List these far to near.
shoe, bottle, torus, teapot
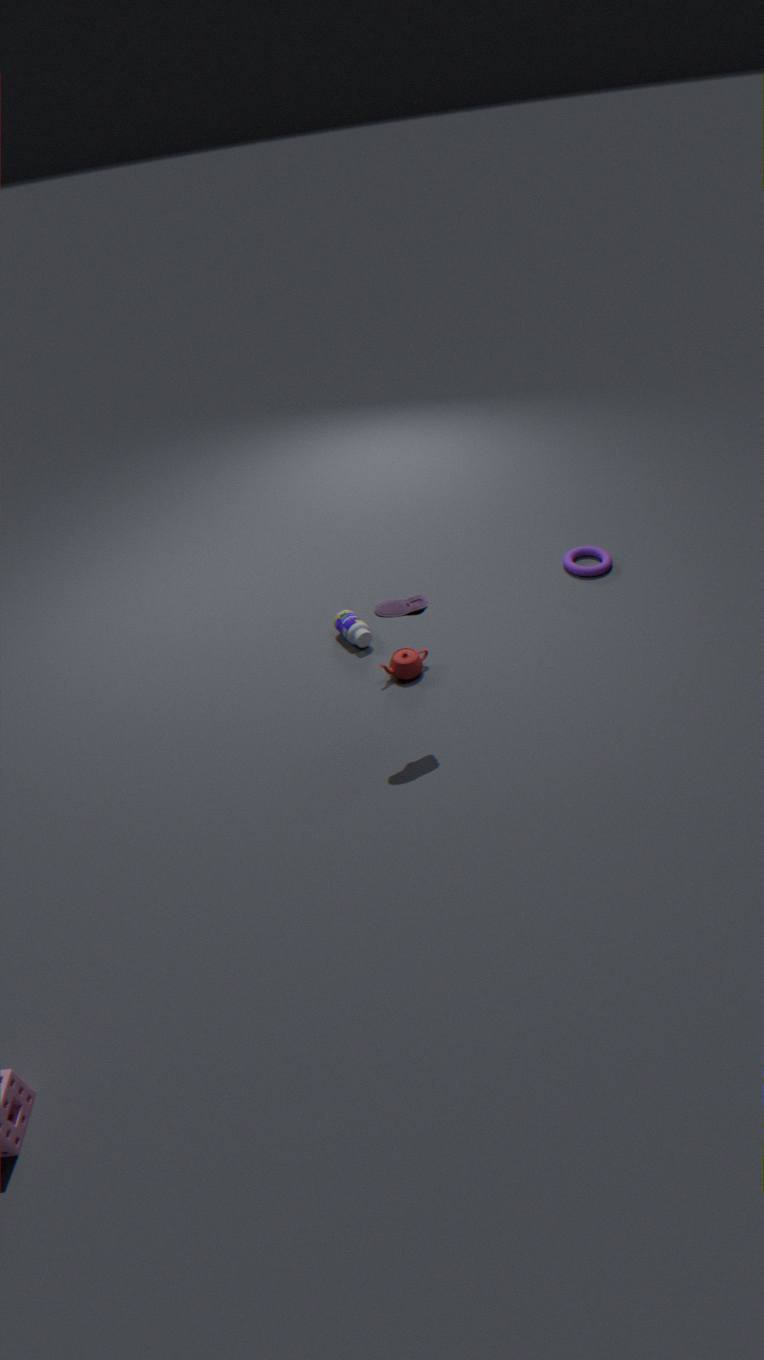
torus
bottle
teapot
shoe
